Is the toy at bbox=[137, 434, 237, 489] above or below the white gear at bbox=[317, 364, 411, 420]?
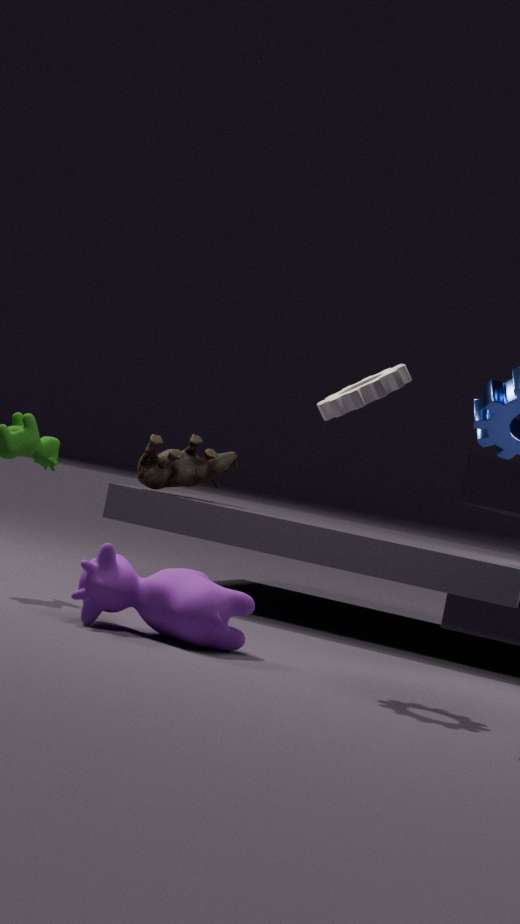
below
